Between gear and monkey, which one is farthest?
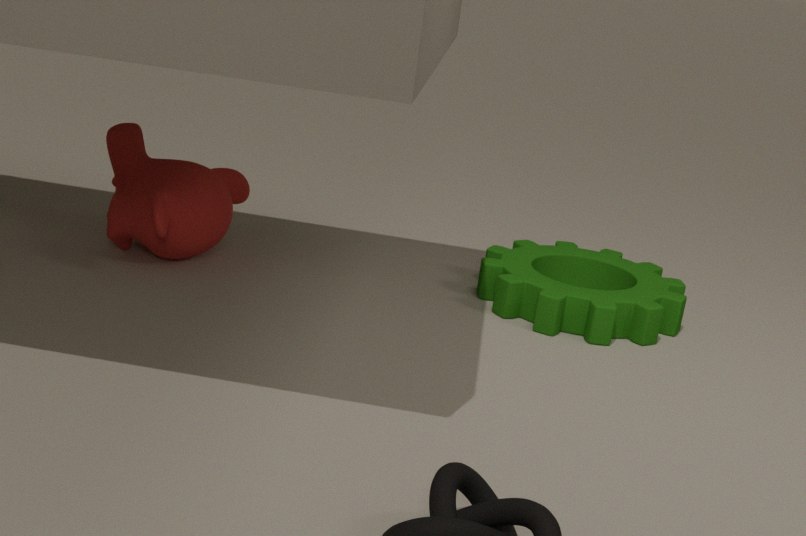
monkey
